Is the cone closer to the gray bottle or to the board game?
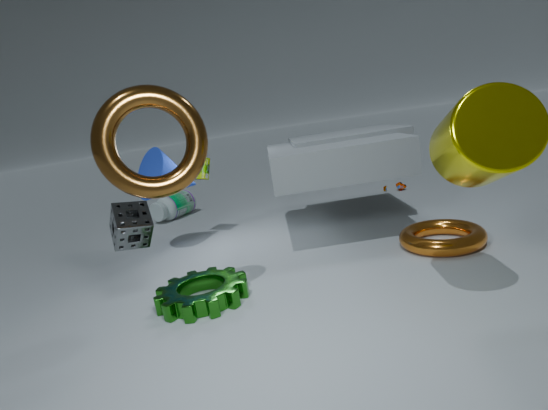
the board game
